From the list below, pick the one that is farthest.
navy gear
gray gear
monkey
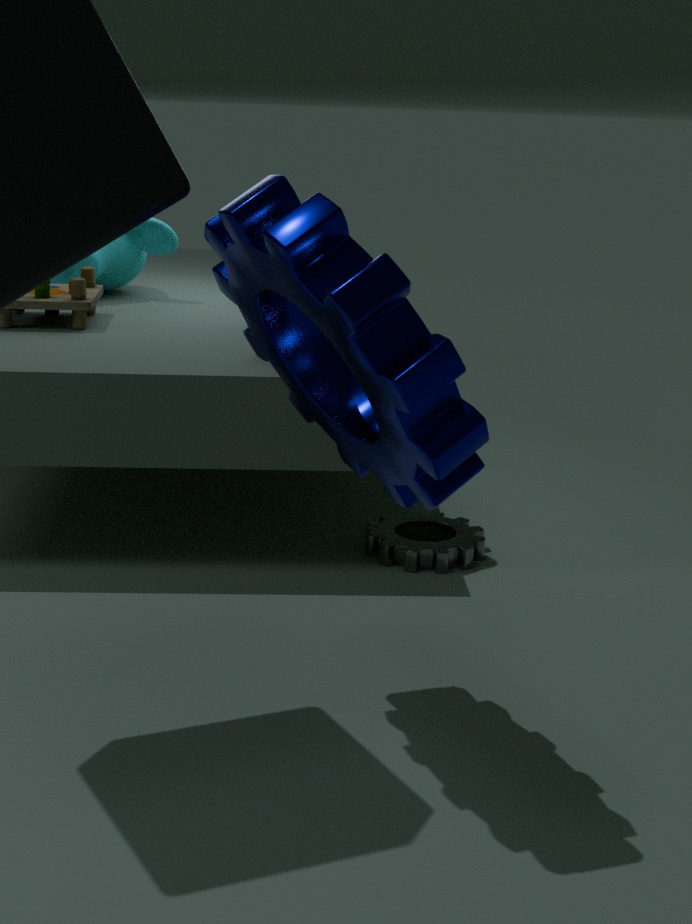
monkey
